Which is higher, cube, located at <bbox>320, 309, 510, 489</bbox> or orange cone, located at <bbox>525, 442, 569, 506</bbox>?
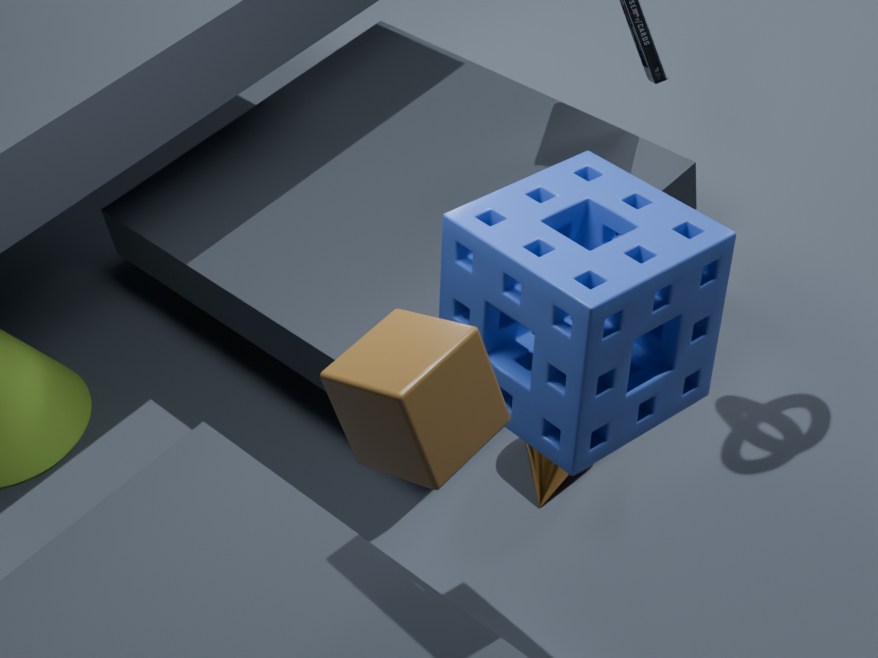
cube, located at <bbox>320, 309, 510, 489</bbox>
